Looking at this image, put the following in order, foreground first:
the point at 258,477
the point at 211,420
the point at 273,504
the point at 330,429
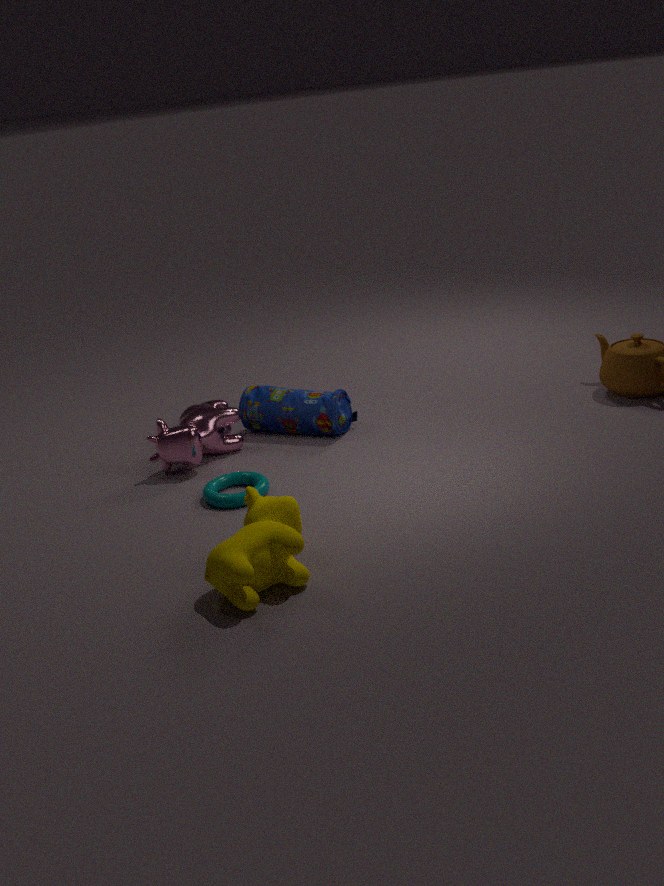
the point at 273,504
the point at 258,477
the point at 211,420
the point at 330,429
